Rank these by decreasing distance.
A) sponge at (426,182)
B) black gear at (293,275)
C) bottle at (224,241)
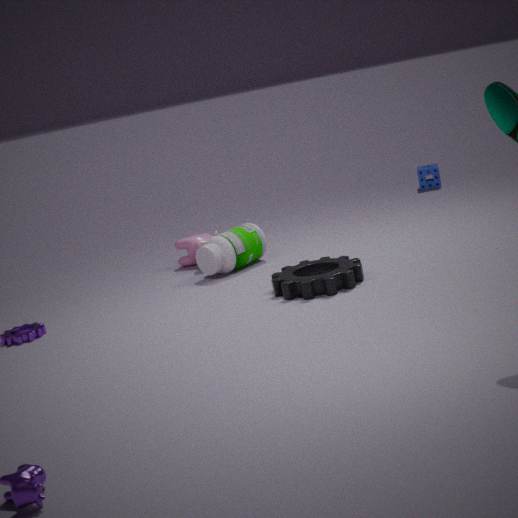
sponge at (426,182)
bottle at (224,241)
black gear at (293,275)
